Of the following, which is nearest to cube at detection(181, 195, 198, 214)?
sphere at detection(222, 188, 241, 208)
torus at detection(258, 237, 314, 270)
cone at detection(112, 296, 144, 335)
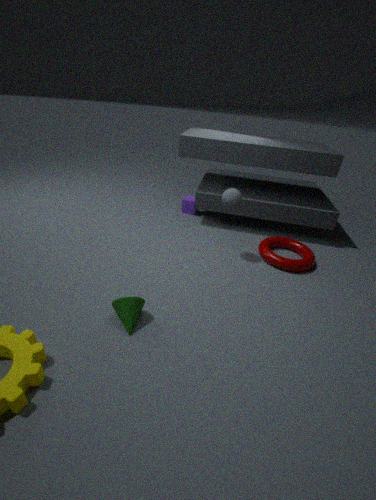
sphere at detection(222, 188, 241, 208)
